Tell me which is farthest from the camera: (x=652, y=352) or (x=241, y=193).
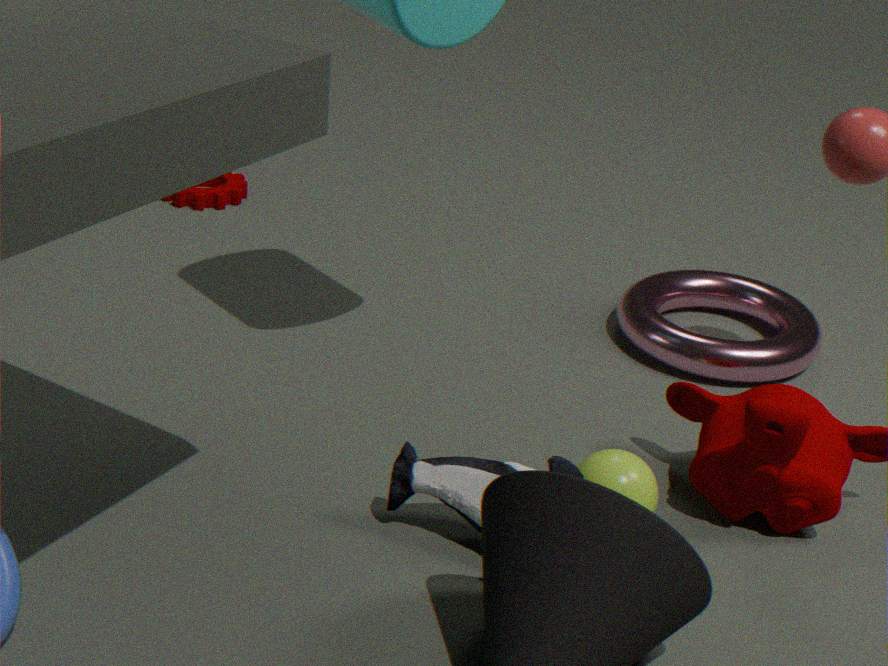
(x=241, y=193)
